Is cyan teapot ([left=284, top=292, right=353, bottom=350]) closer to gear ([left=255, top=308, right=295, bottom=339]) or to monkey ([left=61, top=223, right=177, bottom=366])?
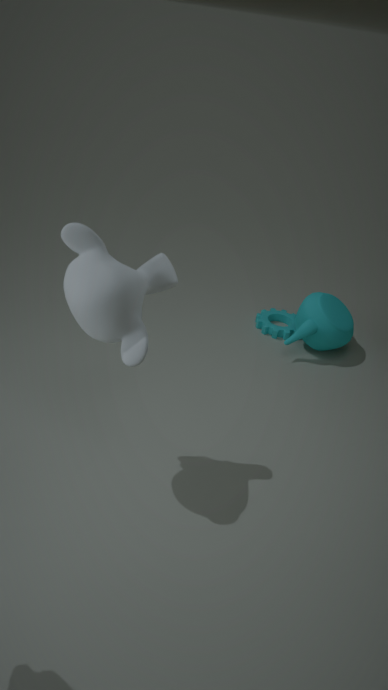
gear ([left=255, top=308, right=295, bottom=339])
